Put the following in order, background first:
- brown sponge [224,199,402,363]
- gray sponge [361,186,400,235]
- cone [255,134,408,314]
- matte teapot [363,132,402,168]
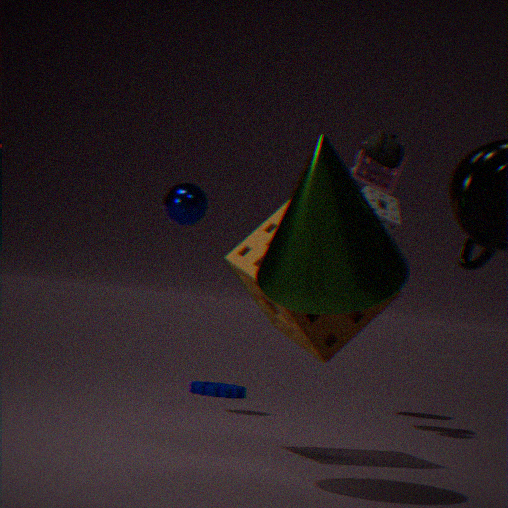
gray sponge [361,186,400,235] < matte teapot [363,132,402,168] < brown sponge [224,199,402,363] < cone [255,134,408,314]
